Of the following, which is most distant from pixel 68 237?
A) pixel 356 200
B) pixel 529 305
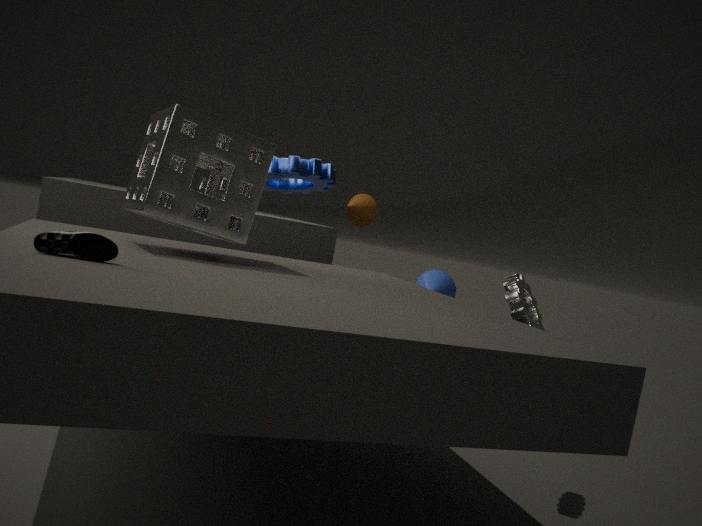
pixel 356 200
